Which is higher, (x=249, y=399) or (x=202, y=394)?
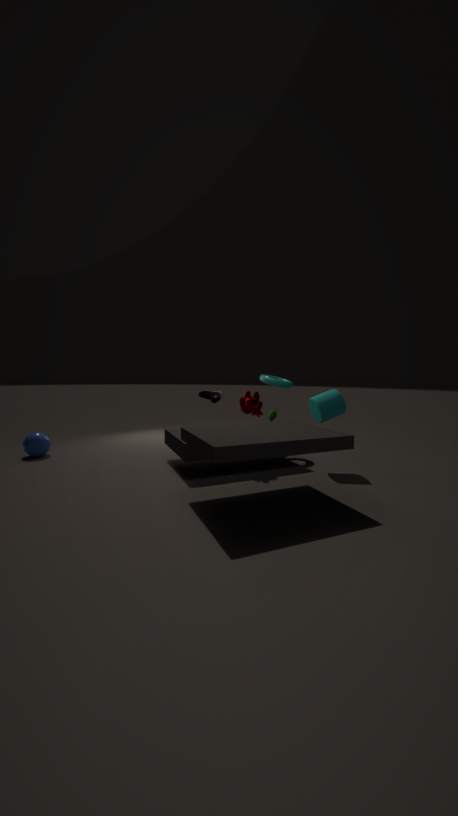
(x=202, y=394)
